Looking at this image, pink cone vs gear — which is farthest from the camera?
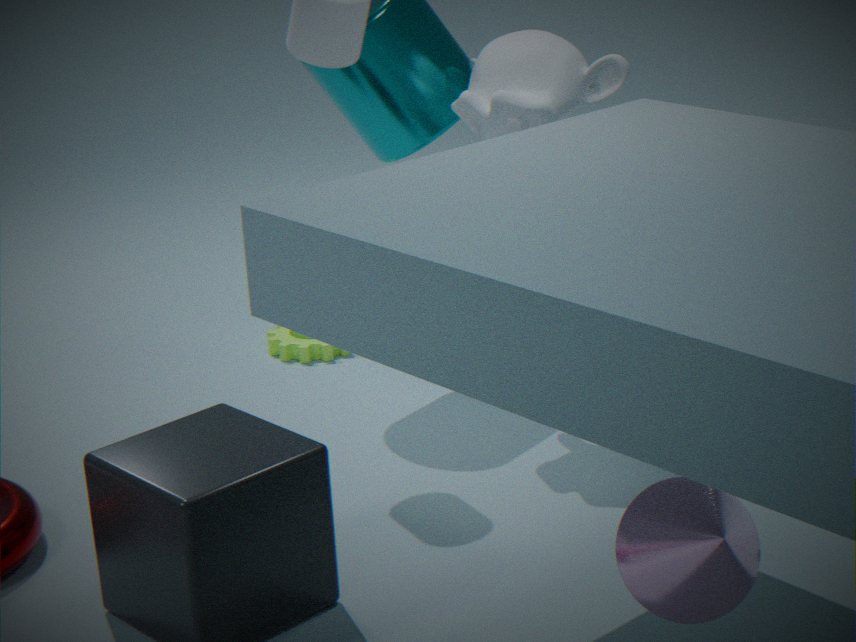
gear
